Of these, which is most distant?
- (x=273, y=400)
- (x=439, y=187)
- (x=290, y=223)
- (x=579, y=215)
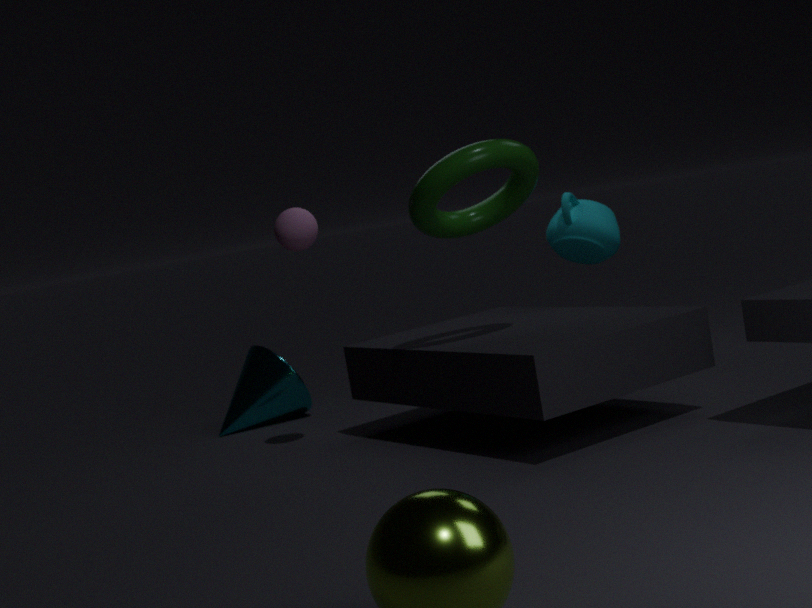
(x=273, y=400)
